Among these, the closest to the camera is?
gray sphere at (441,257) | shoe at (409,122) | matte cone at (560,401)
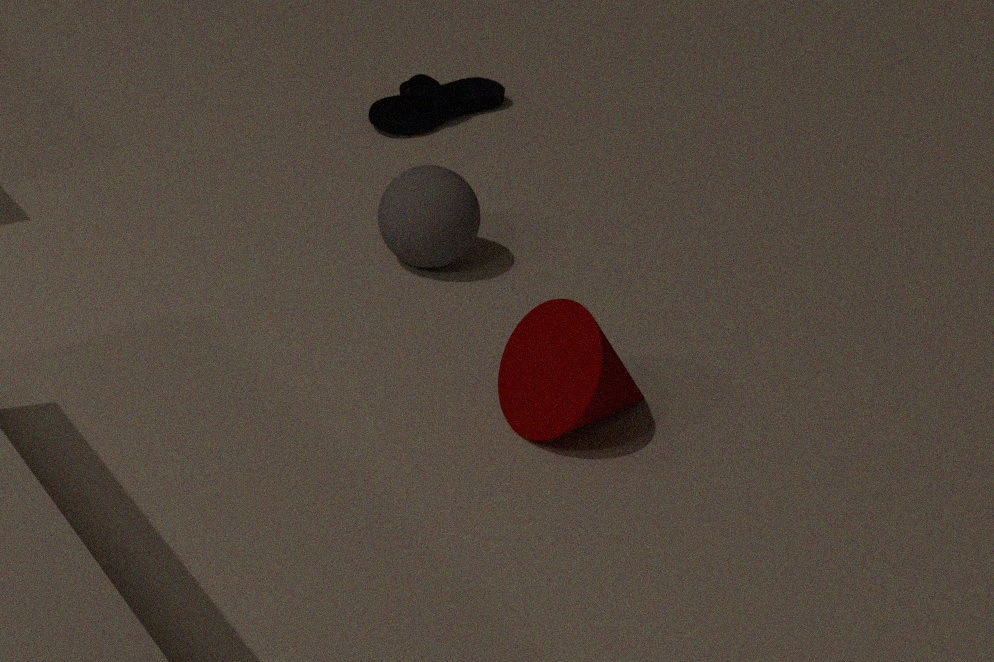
matte cone at (560,401)
